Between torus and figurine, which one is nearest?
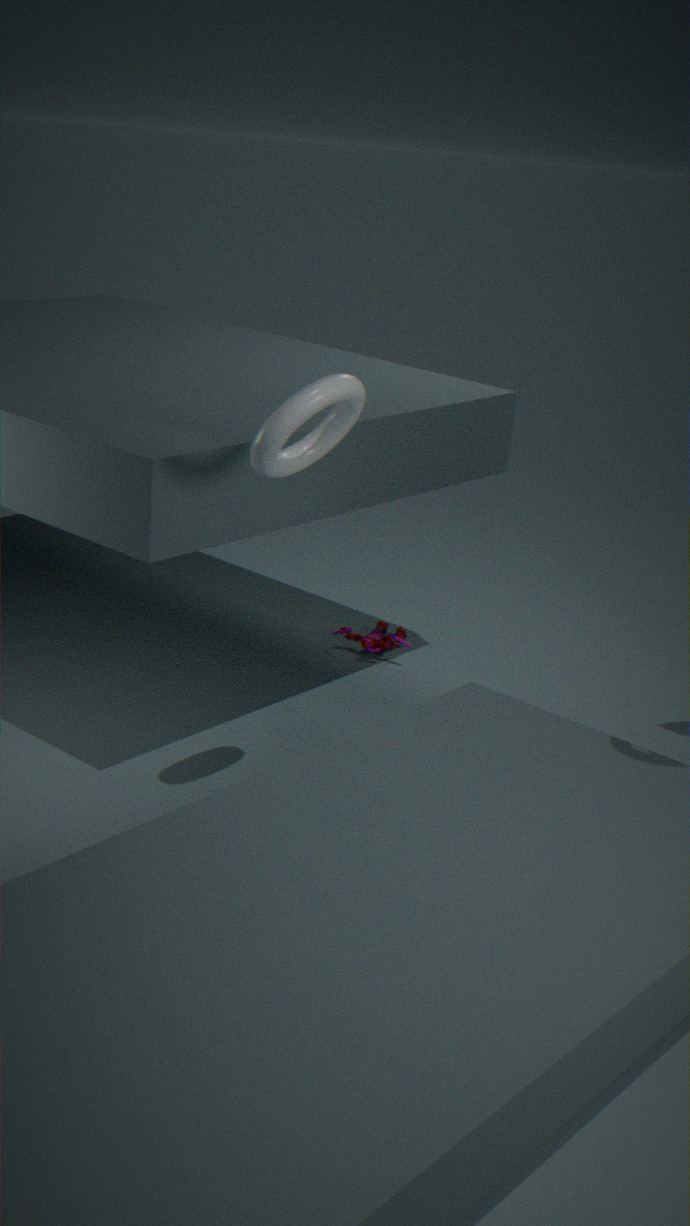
torus
